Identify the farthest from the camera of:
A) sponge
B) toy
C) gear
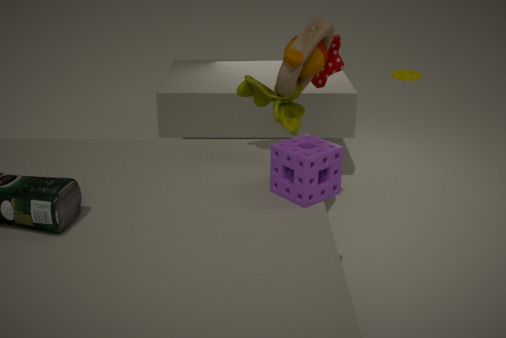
gear
